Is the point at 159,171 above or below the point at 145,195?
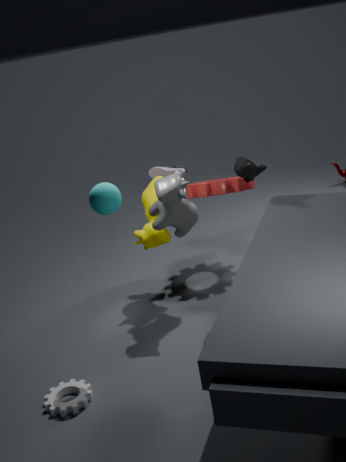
above
